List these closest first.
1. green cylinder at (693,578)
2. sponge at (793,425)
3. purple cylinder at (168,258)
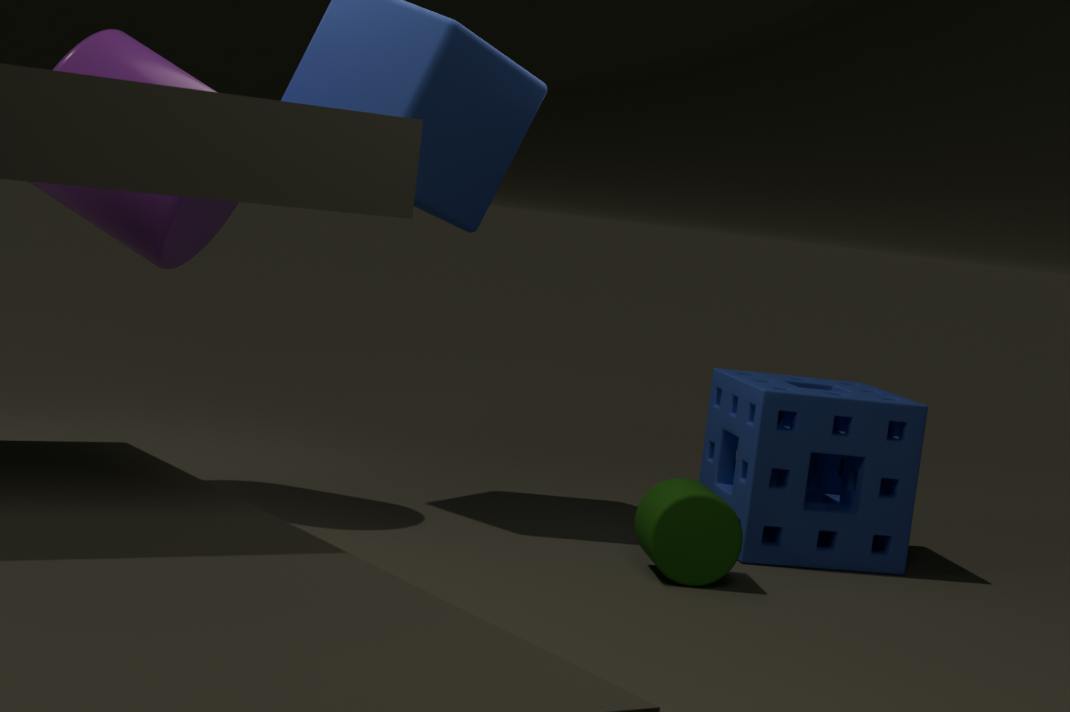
green cylinder at (693,578) → purple cylinder at (168,258) → sponge at (793,425)
